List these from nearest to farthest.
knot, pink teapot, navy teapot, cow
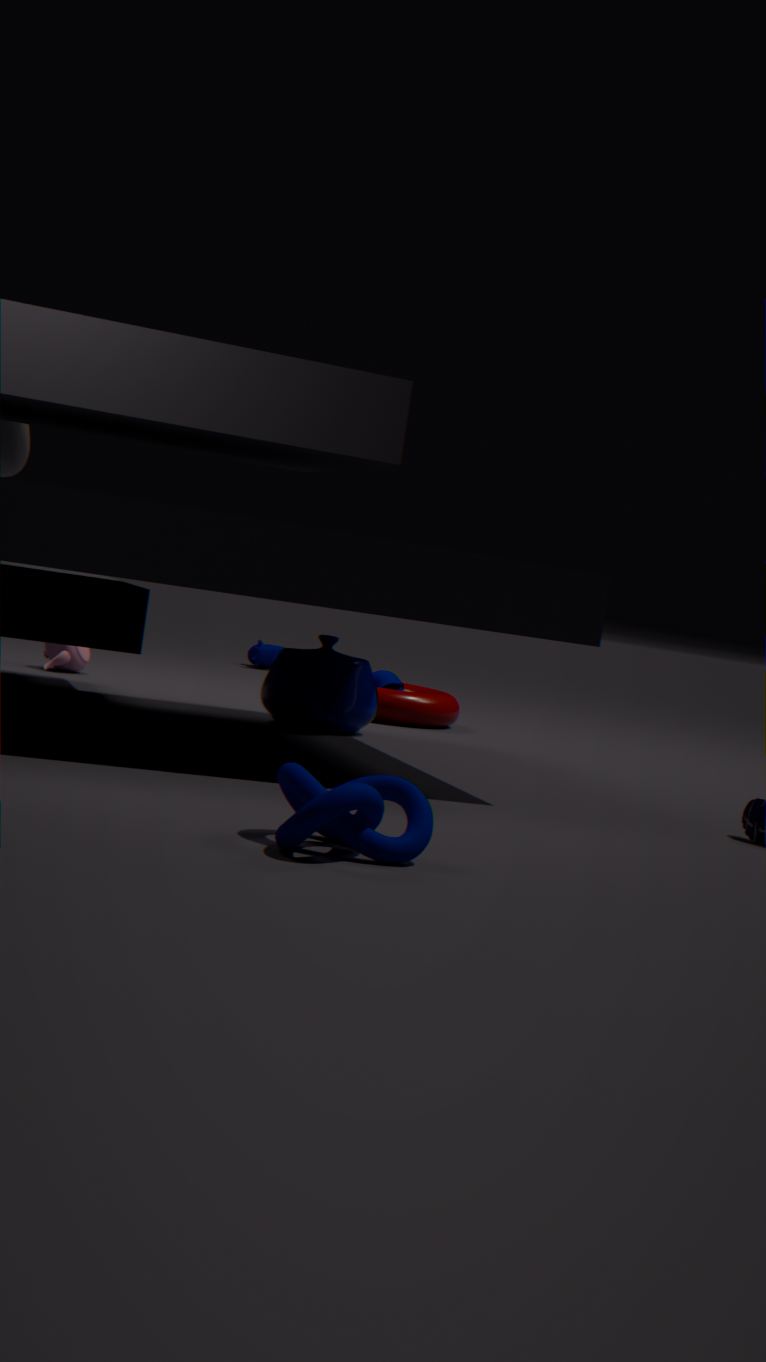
knot < navy teapot < pink teapot < cow
